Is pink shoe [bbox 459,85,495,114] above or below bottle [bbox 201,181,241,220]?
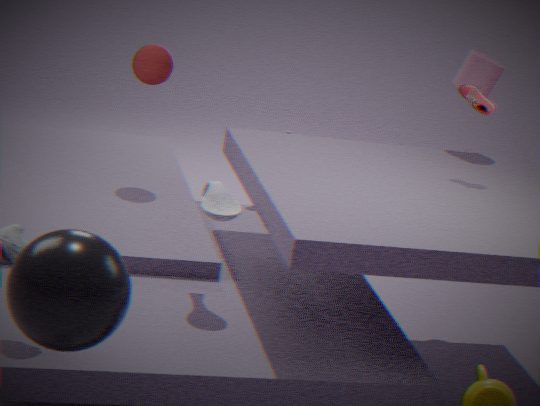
above
